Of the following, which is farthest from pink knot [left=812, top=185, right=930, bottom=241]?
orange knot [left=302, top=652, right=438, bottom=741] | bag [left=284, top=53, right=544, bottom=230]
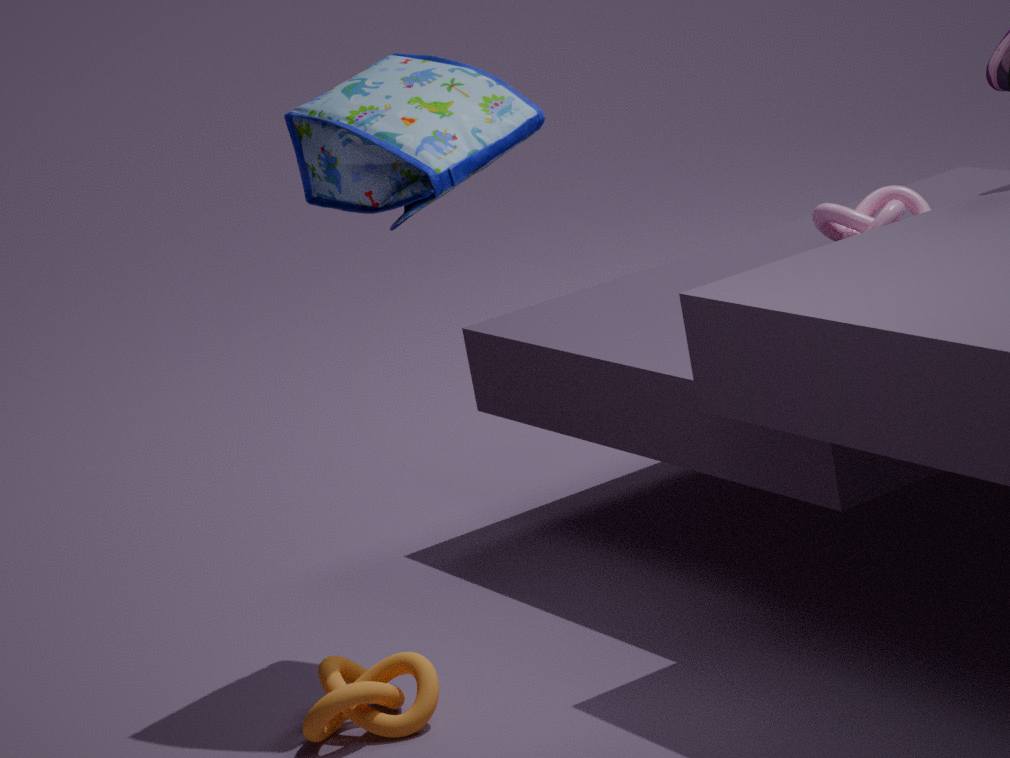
orange knot [left=302, top=652, right=438, bottom=741]
